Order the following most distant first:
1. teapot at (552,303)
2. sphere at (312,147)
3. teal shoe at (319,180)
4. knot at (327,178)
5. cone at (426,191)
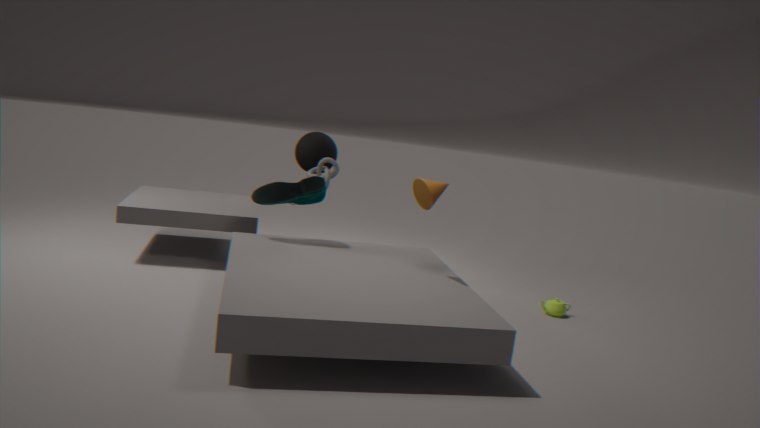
sphere at (312,147), knot at (327,178), teapot at (552,303), teal shoe at (319,180), cone at (426,191)
